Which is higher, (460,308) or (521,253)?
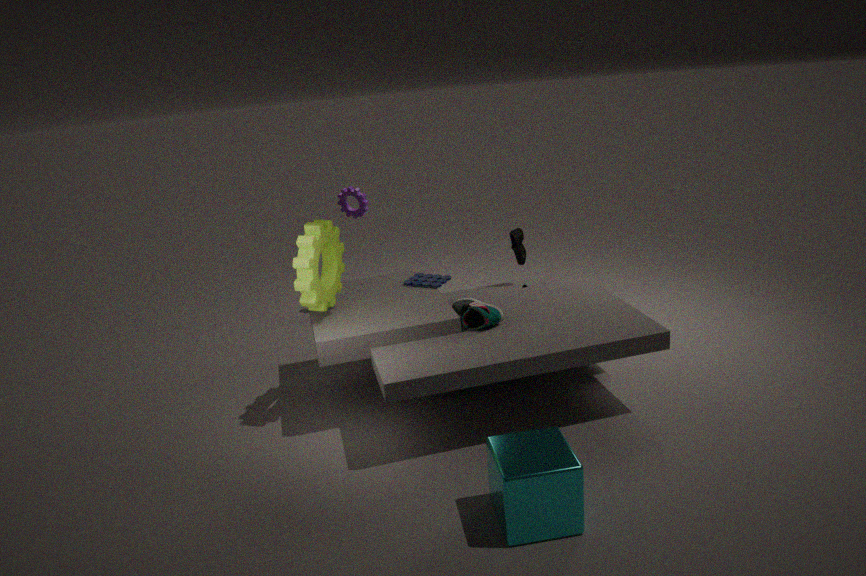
(521,253)
